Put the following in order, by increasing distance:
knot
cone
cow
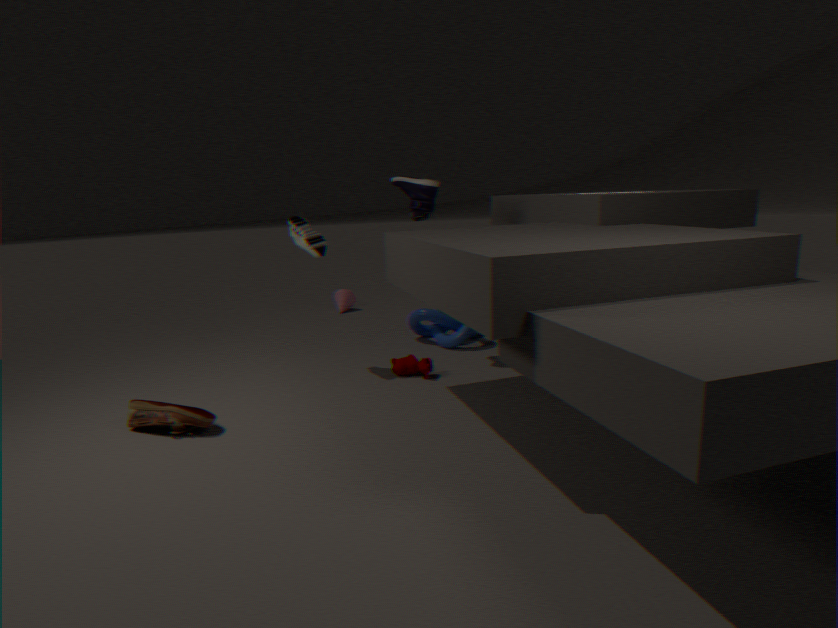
cow < knot < cone
